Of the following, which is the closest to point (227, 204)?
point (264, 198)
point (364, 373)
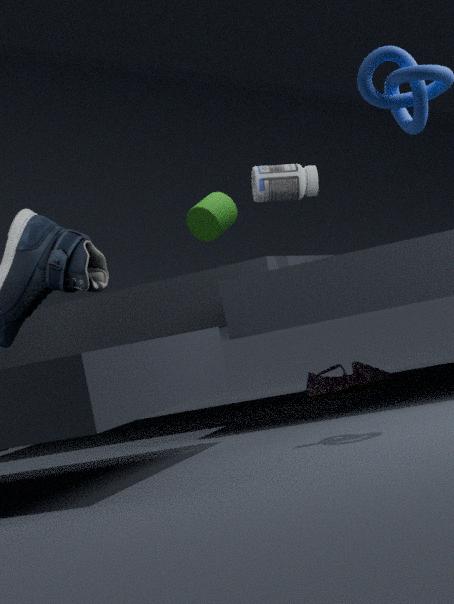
point (264, 198)
